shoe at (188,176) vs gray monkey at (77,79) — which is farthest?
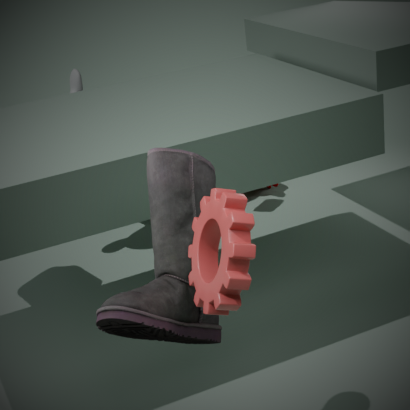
gray monkey at (77,79)
